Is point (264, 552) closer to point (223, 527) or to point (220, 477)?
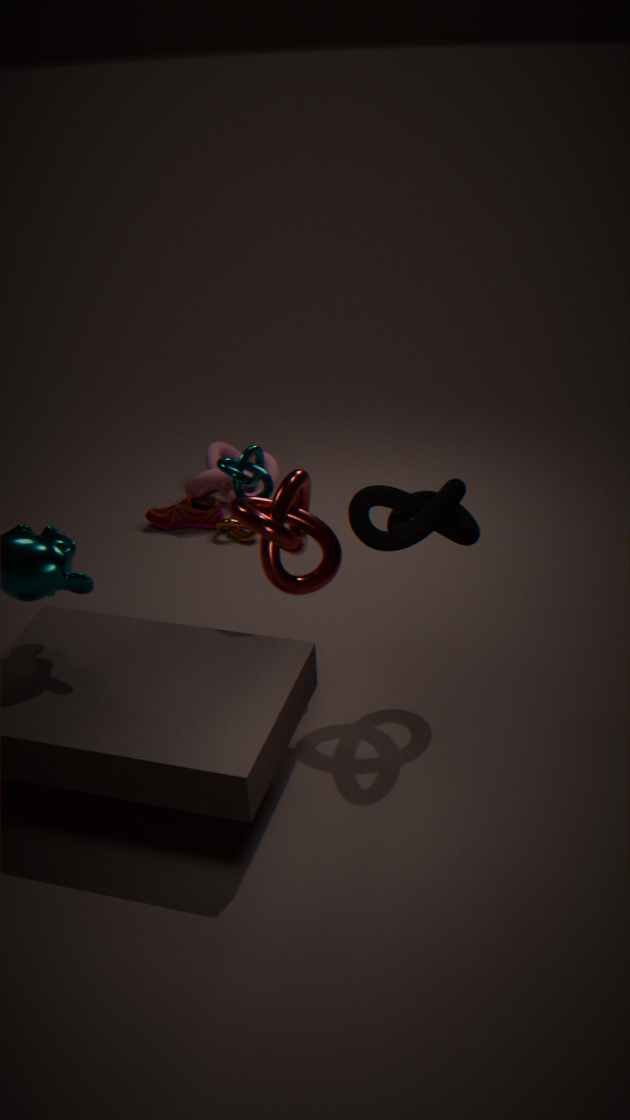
point (223, 527)
